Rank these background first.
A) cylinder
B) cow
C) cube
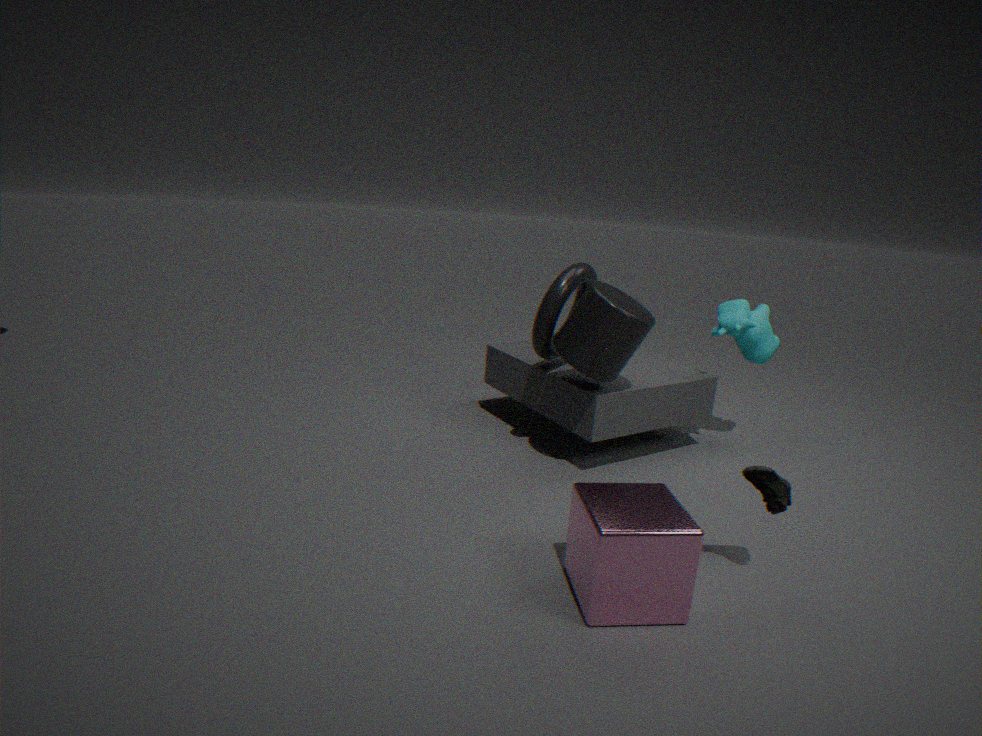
1. cow
2. cylinder
3. cube
